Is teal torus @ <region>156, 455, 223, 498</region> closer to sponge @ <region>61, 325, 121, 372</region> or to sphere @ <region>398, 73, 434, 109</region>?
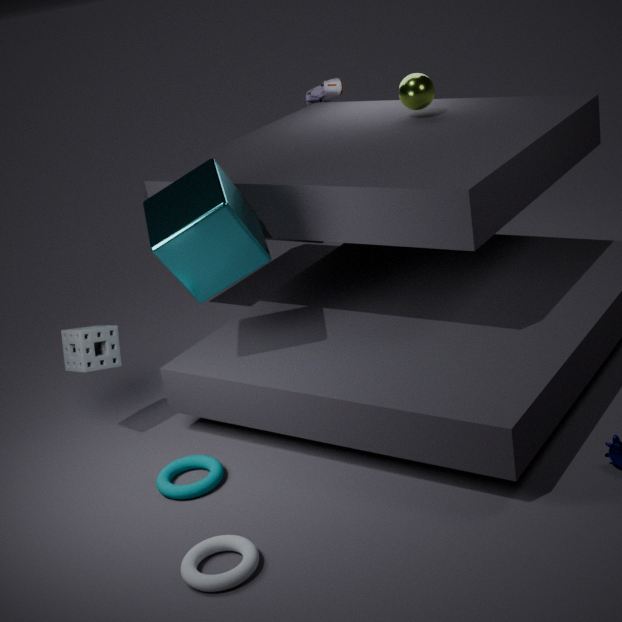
sponge @ <region>61, 325, 121, 372</region>
